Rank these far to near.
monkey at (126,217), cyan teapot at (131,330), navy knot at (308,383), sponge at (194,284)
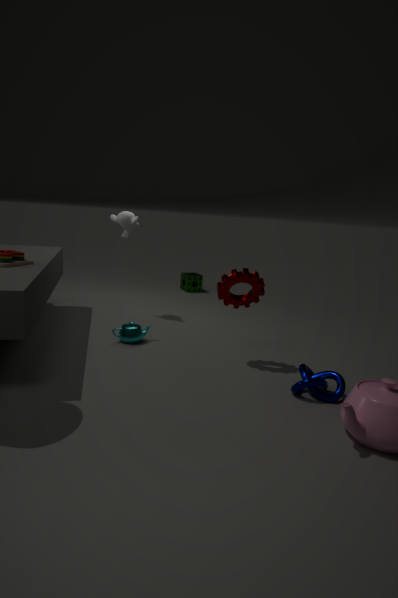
sponge at (194,284), monkey at (126,217), cyan teapot at (131,330), navy knot at (308,383)
